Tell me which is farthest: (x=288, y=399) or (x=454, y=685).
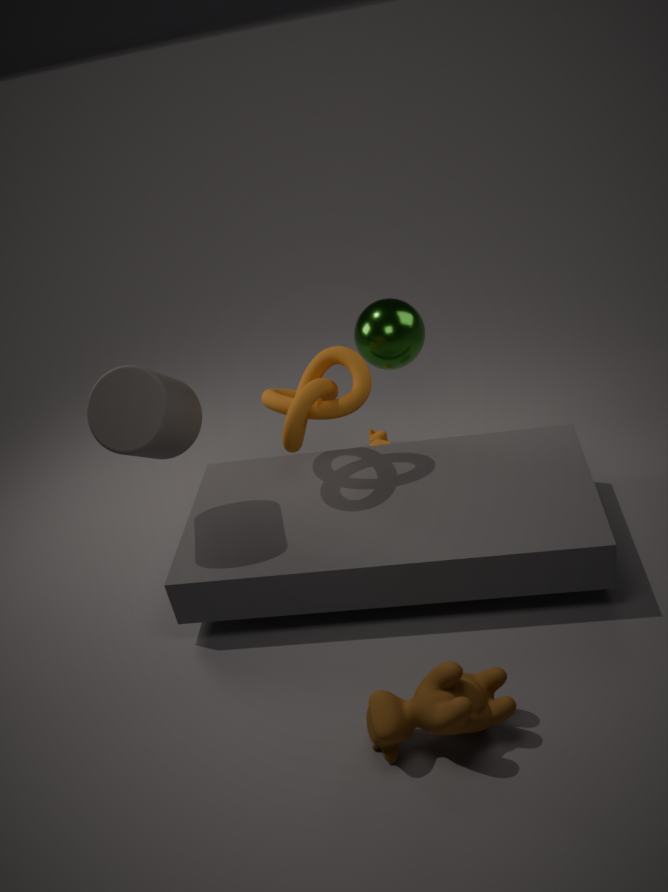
(x=288, y=399)
